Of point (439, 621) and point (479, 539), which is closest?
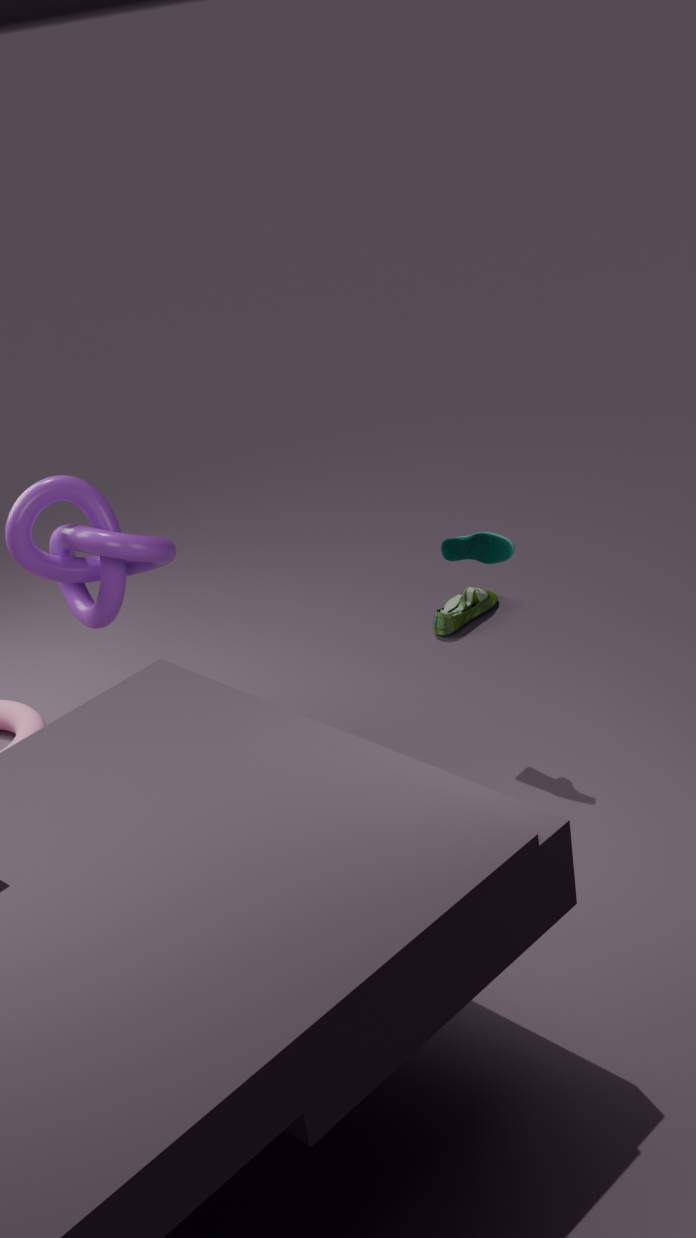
point (479, 539)
